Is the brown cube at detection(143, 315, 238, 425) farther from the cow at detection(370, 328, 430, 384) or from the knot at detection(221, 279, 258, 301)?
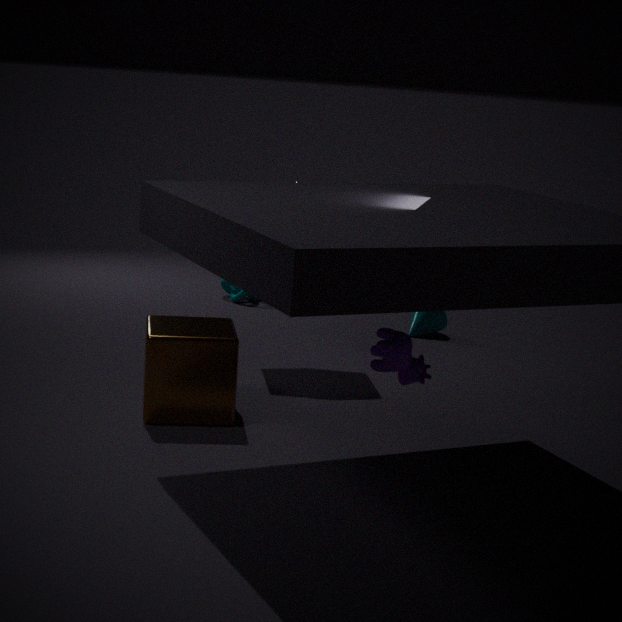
the knot at detection(221, 279, 258, 301)
